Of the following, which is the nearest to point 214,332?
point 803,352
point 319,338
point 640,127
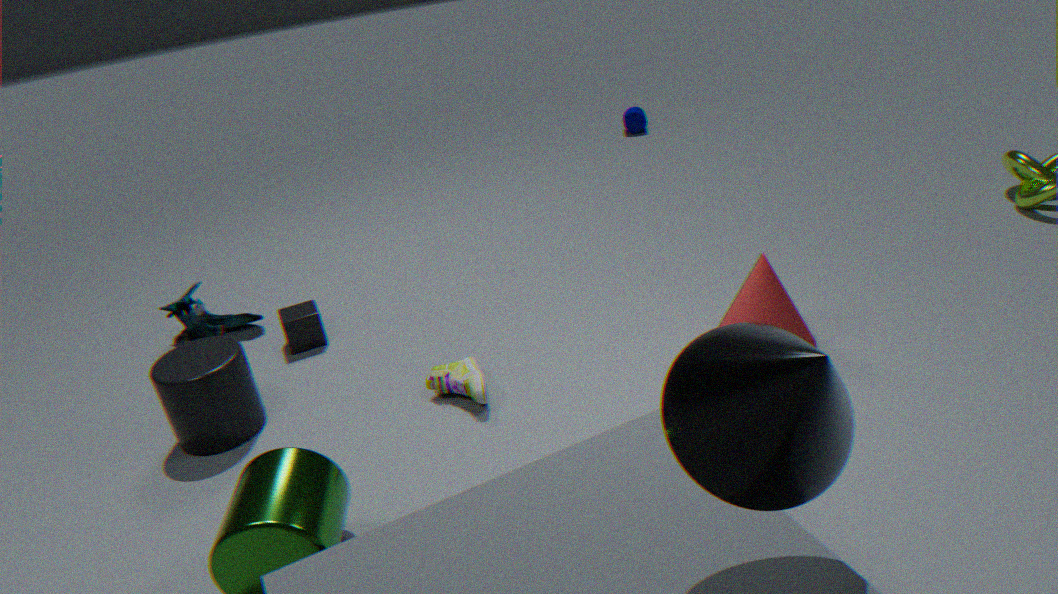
point 319,338
